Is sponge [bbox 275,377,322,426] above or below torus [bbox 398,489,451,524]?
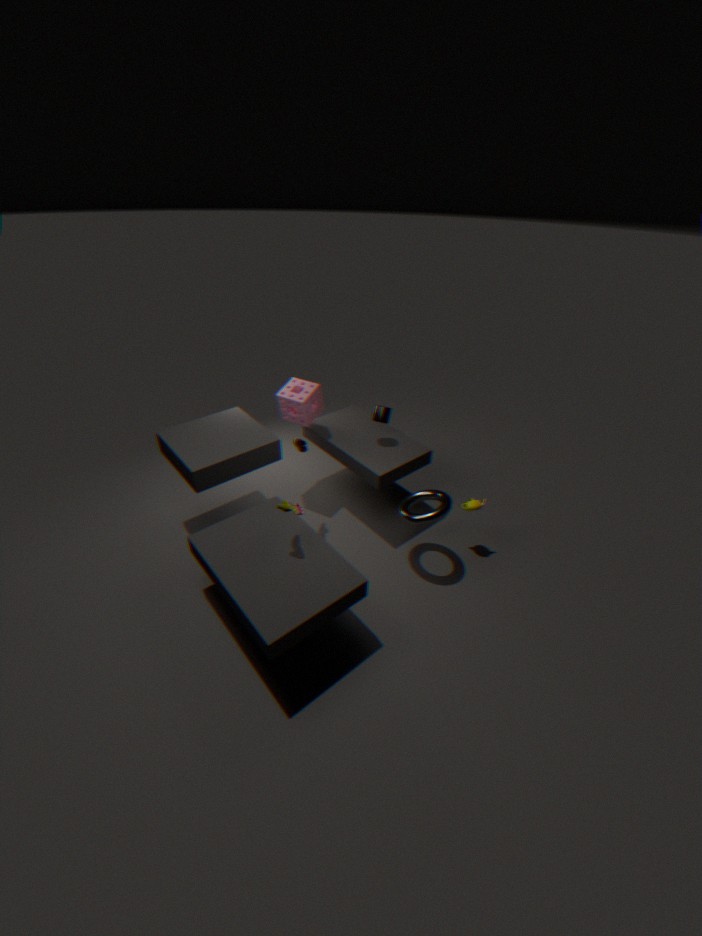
above
